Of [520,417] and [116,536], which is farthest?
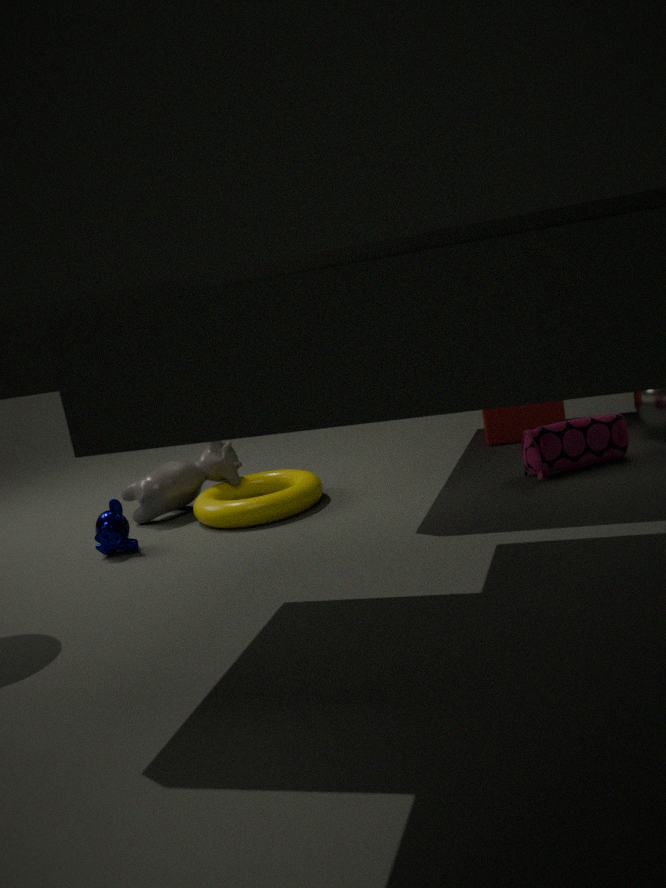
[520,417]
